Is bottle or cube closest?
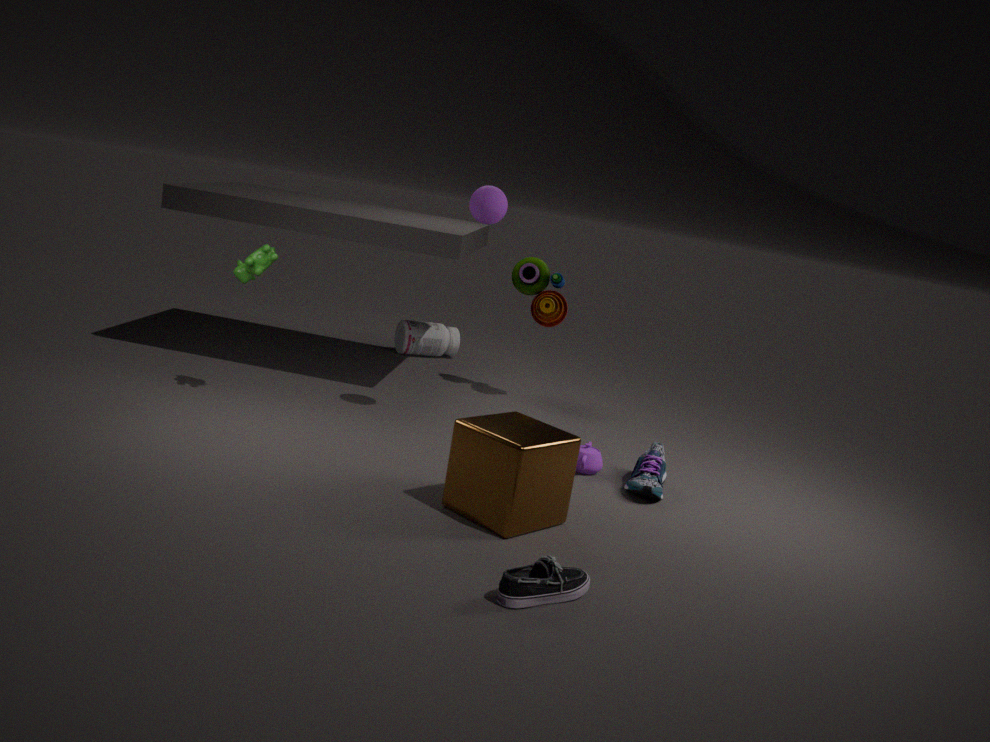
cube
